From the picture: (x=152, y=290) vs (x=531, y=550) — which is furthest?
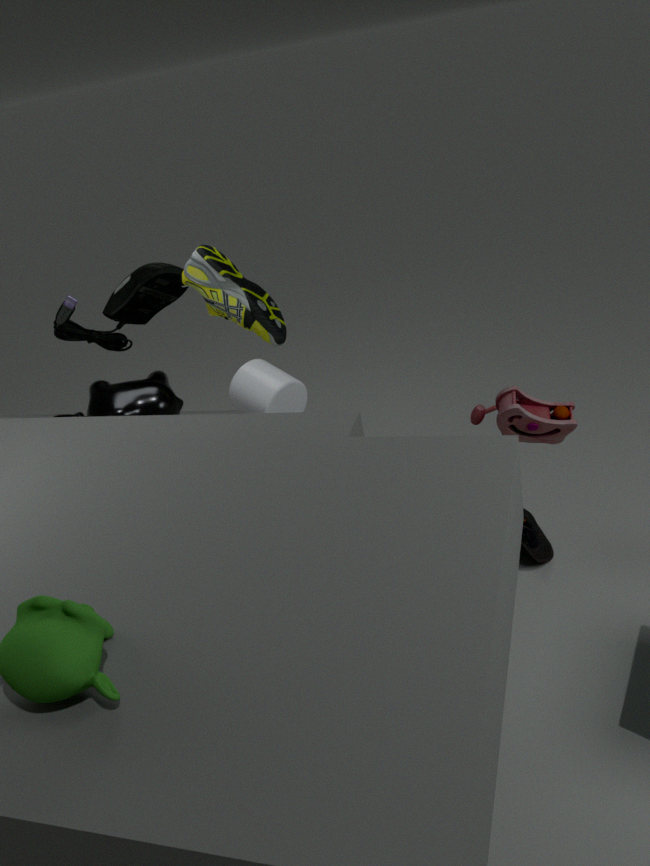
(x=152, y=290)
